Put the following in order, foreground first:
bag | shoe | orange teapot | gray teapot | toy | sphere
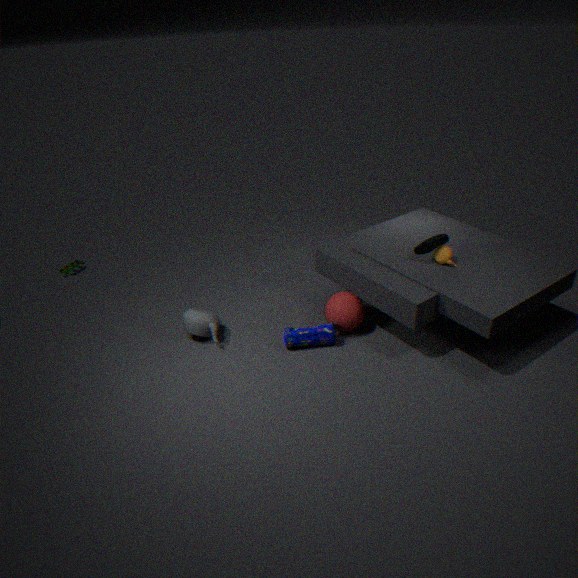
shoe < orange teapot < bag < gray teapot < sphere < toy
